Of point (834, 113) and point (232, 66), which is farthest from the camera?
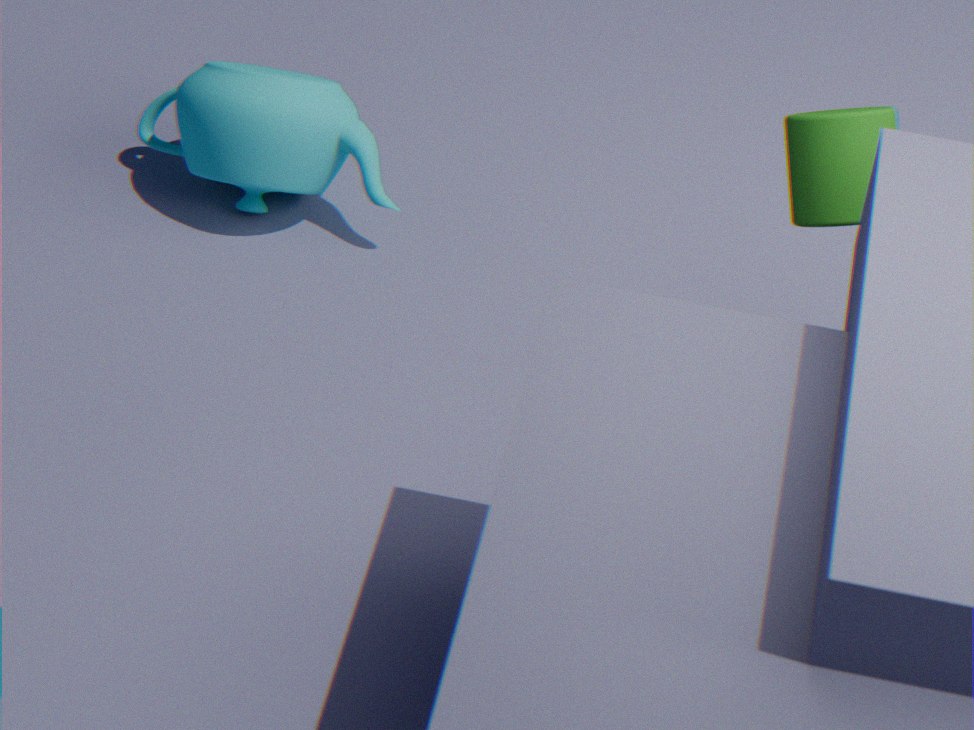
point (232, 66)
